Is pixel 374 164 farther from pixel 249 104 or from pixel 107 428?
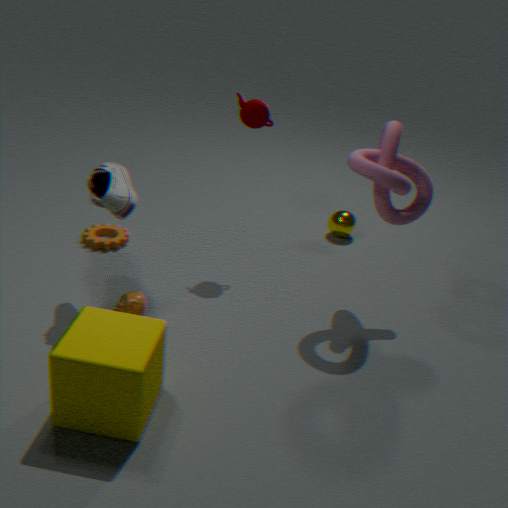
pixel 107 428
